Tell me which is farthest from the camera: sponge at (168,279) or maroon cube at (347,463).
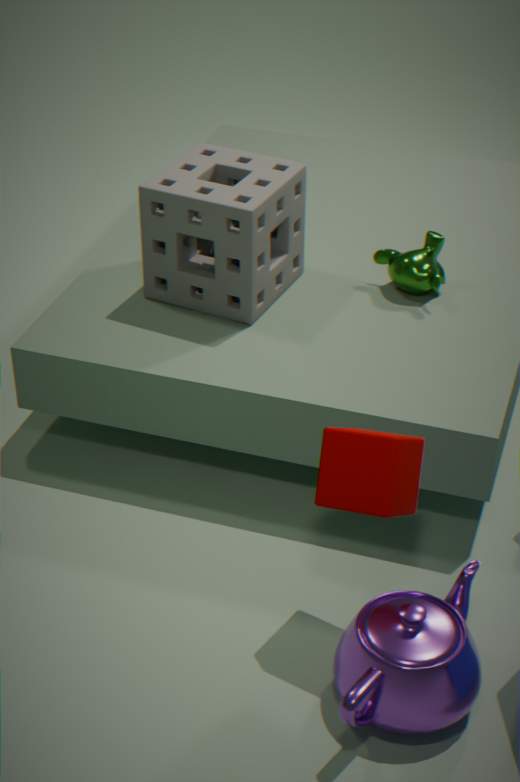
sponge at (168,279)
